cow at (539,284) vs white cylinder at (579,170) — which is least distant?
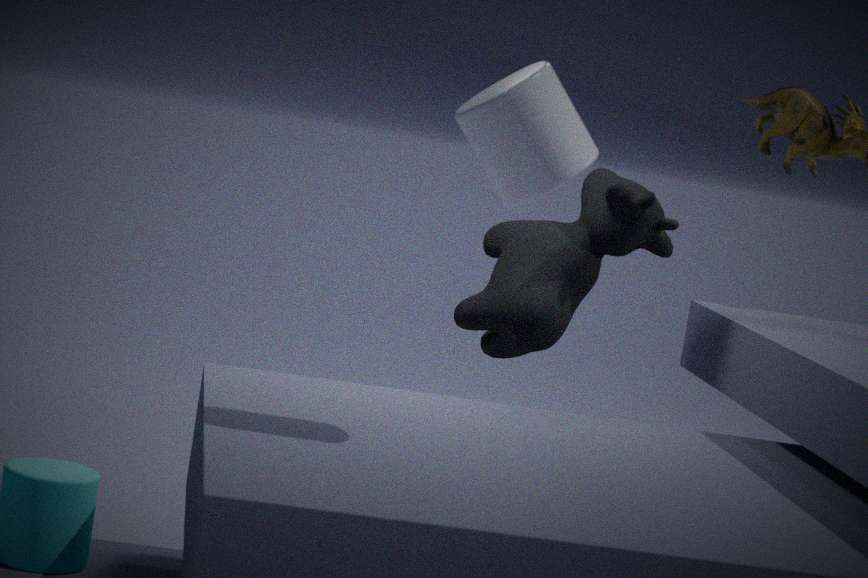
white cylinder at (579,170)
